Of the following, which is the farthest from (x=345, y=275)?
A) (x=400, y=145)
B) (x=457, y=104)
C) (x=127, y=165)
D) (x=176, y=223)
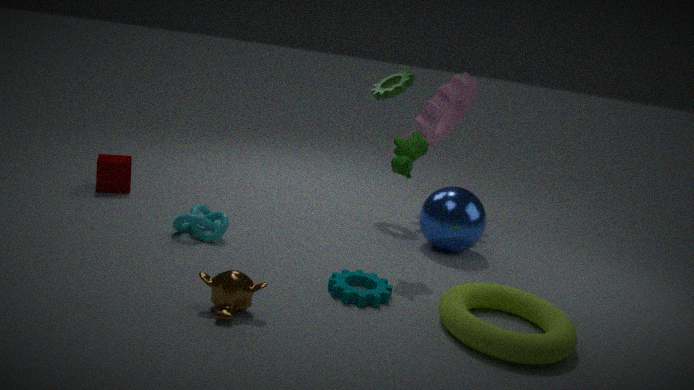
(x=127, y=165)
